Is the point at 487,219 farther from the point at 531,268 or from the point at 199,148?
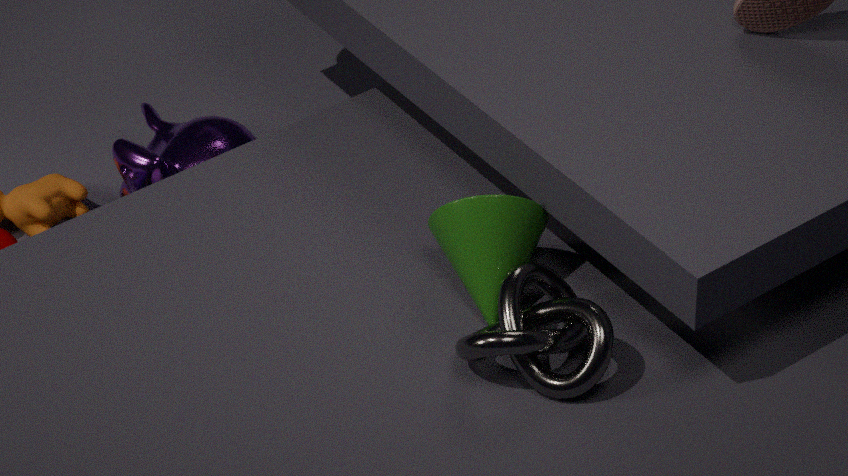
the point at 199,148
